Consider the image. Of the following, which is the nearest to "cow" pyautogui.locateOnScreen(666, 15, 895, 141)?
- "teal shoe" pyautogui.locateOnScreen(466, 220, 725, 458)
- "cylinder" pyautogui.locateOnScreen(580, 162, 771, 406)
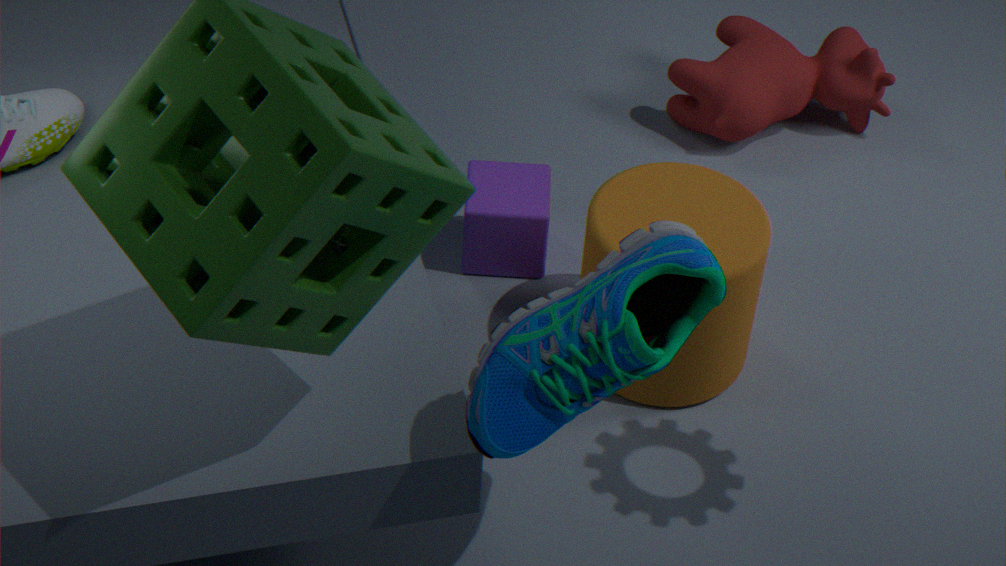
"cylinder" pyautogui.locateOnScreen(580, 162, 771, 406)
